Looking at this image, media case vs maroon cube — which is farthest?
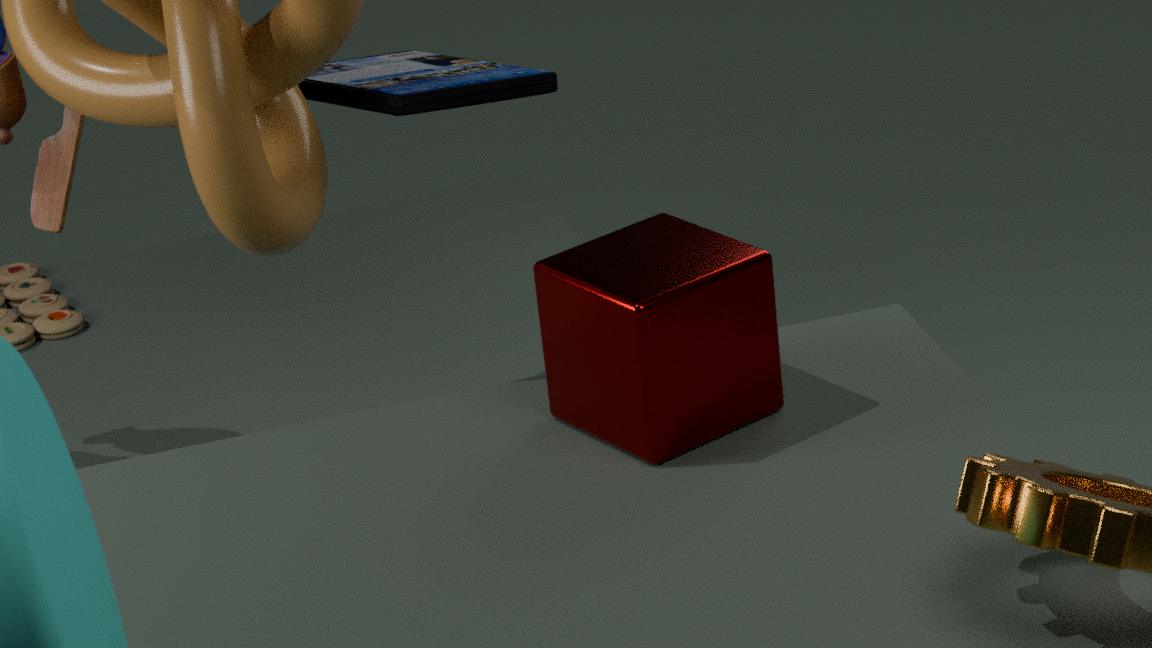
media case
